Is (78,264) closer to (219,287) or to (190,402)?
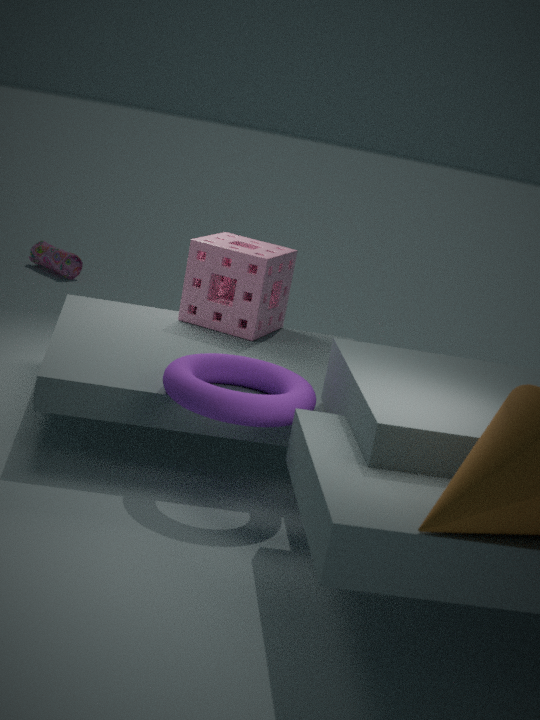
(219,287)
